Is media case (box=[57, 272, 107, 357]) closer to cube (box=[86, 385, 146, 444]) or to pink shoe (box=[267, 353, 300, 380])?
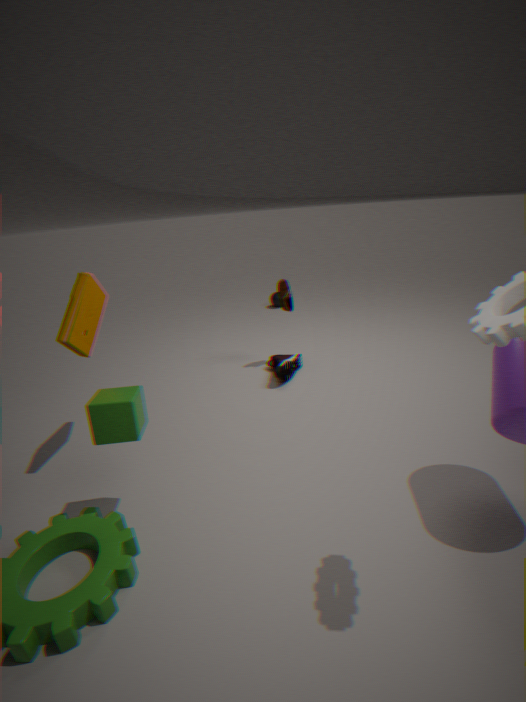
cube (box=[86, 385, 146, 444])
